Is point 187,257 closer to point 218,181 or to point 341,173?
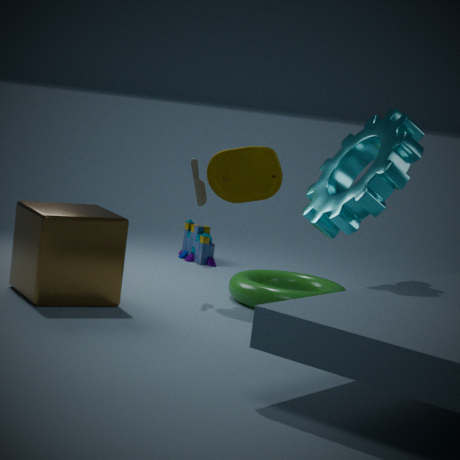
point 218,181
